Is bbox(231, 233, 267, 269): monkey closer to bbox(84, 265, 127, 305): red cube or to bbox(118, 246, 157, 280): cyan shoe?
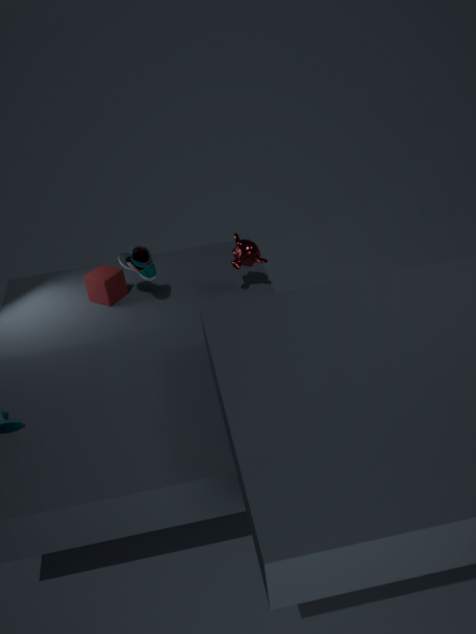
bbox(118, 246, 157, 280): cyan shoe
